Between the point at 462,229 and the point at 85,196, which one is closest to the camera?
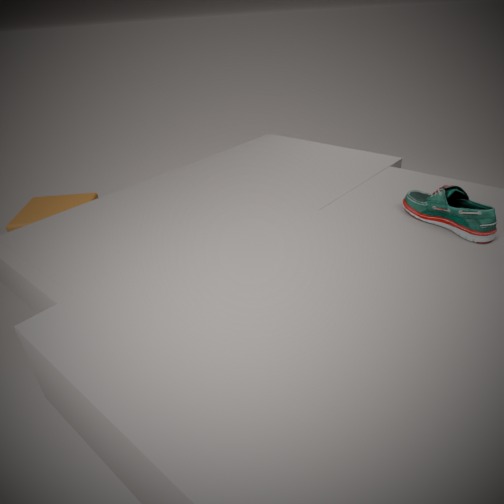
the point at 462,229
